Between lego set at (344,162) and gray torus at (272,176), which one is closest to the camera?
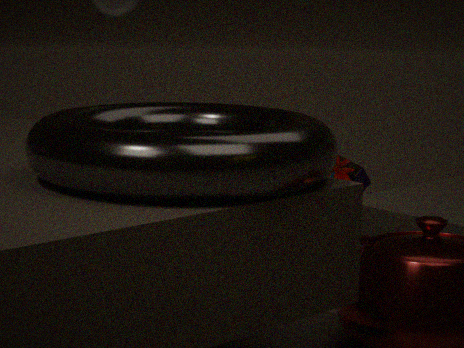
gray torus at (272,176)
